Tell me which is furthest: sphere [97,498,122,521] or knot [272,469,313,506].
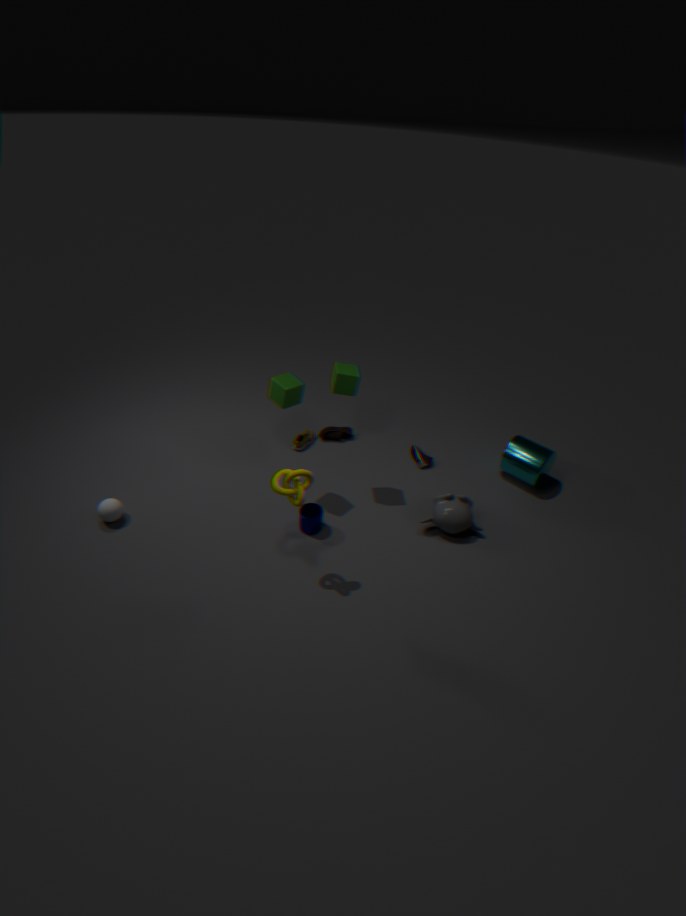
sphere [97,498,122,521]
